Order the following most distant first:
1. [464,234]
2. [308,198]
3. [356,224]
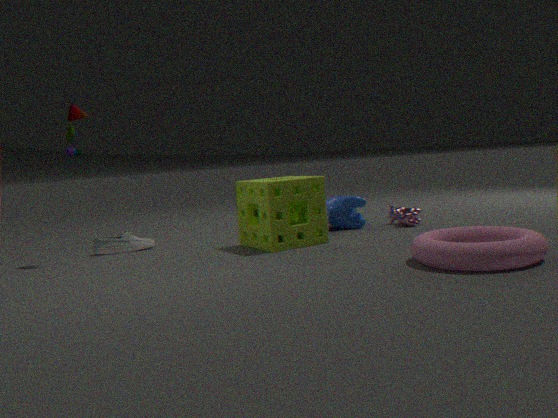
[356,224] < [308,198] < [464,234]
